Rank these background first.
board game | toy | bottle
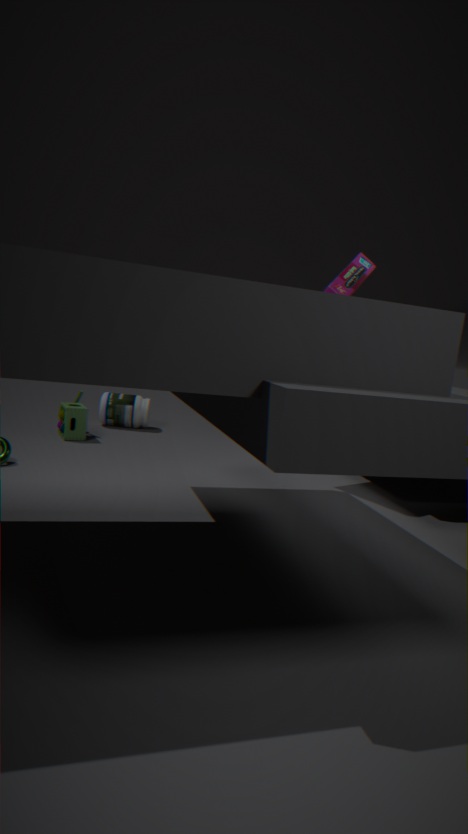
bottle < toy < board game
